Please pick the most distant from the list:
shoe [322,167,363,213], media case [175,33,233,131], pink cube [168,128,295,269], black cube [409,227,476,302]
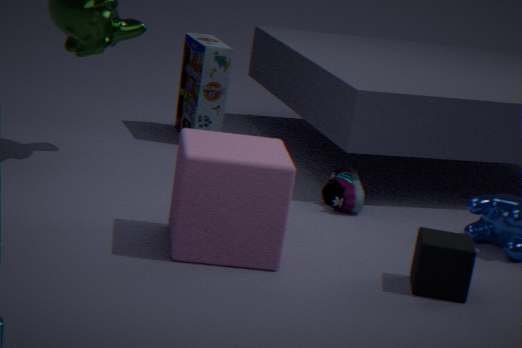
media case [175,33,233,131]
